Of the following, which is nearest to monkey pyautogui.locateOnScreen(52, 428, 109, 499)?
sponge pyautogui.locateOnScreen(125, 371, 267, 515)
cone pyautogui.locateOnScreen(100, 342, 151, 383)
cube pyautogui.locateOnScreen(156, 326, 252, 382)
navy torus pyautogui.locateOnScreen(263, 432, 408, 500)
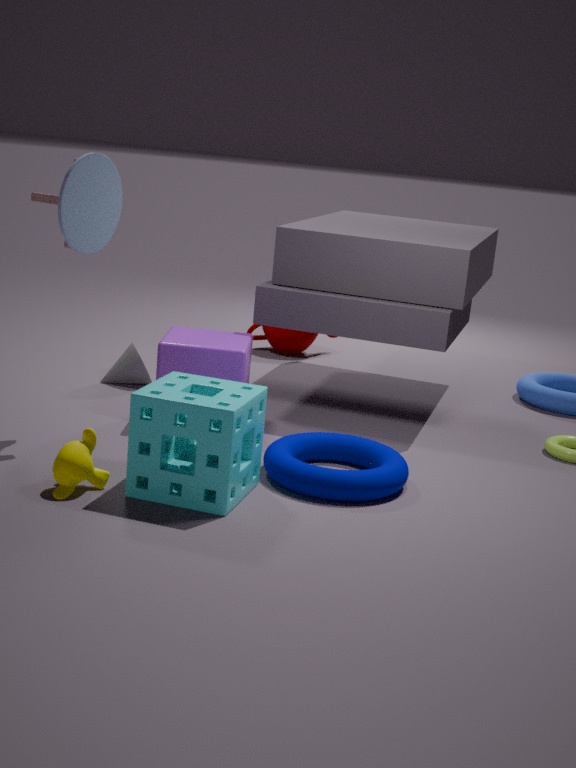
sponge pyautogui.locateOnScreen(125, 371, 267, 515)
